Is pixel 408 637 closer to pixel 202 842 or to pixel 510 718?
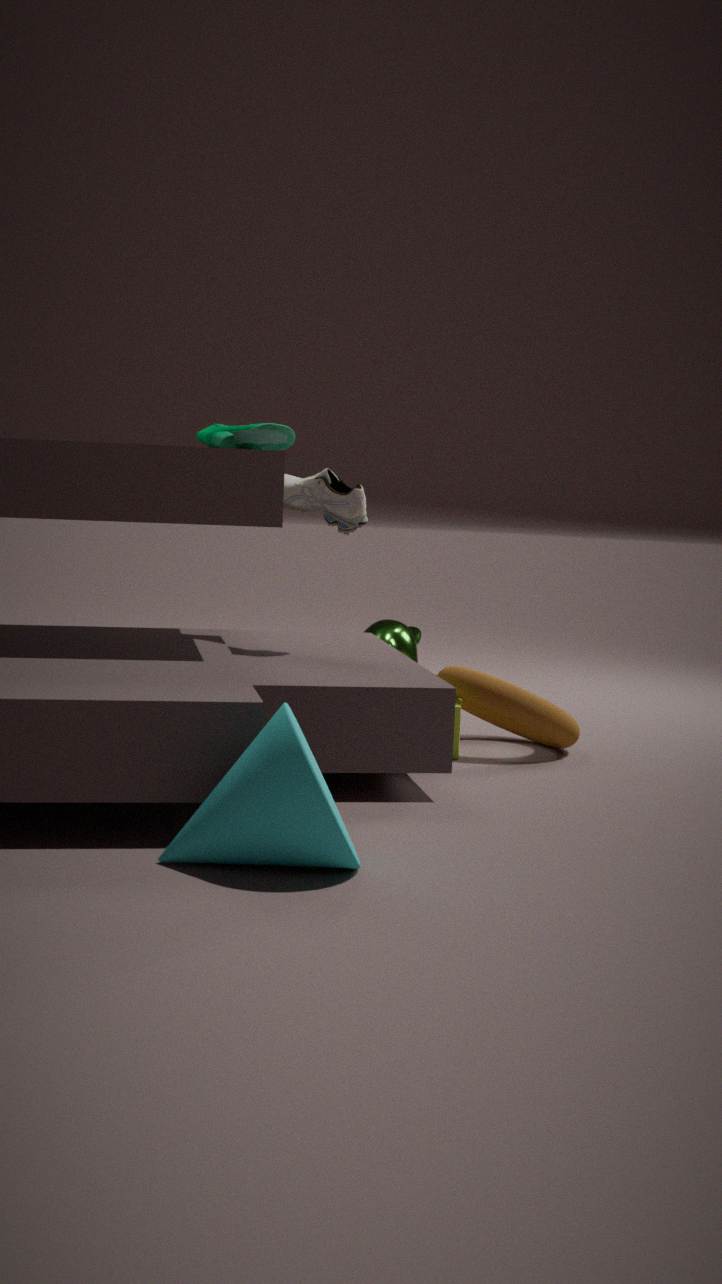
pixel 510 718
